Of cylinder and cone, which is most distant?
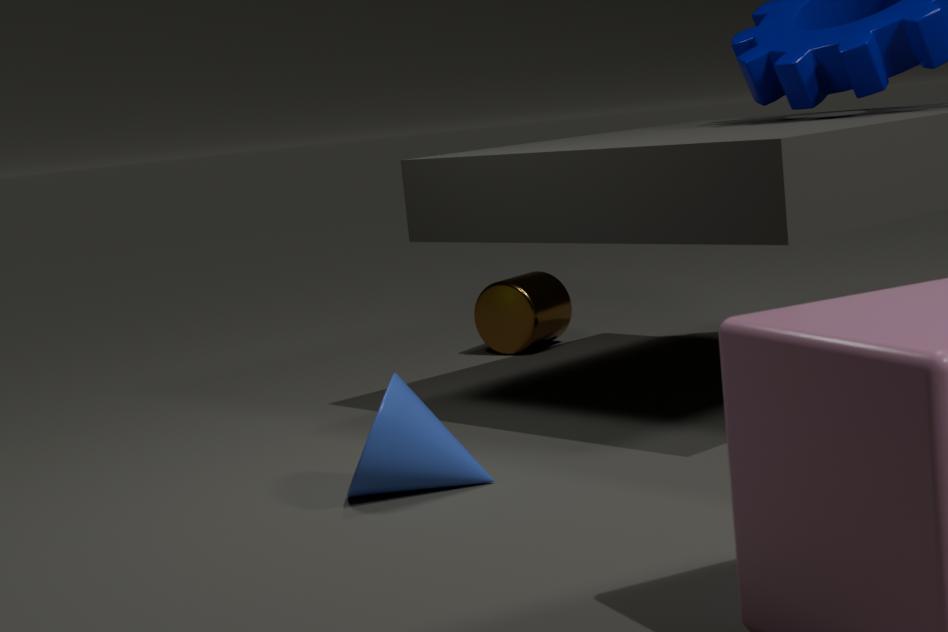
cylinder
